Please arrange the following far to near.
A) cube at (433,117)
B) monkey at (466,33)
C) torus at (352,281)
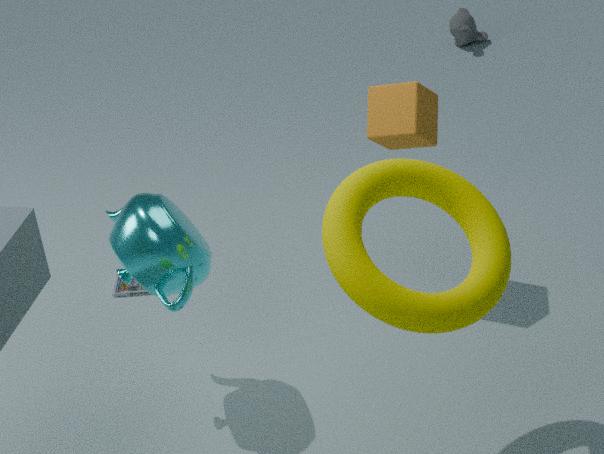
monkey at (466,33), cube at (433,117), torus at (352,281)
